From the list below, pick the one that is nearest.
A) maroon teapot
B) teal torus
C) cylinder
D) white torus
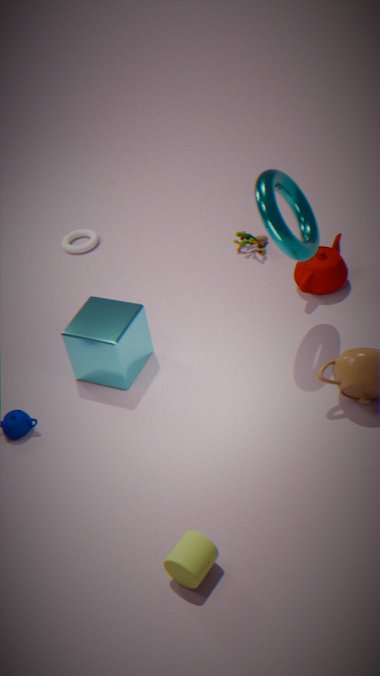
cylinder
